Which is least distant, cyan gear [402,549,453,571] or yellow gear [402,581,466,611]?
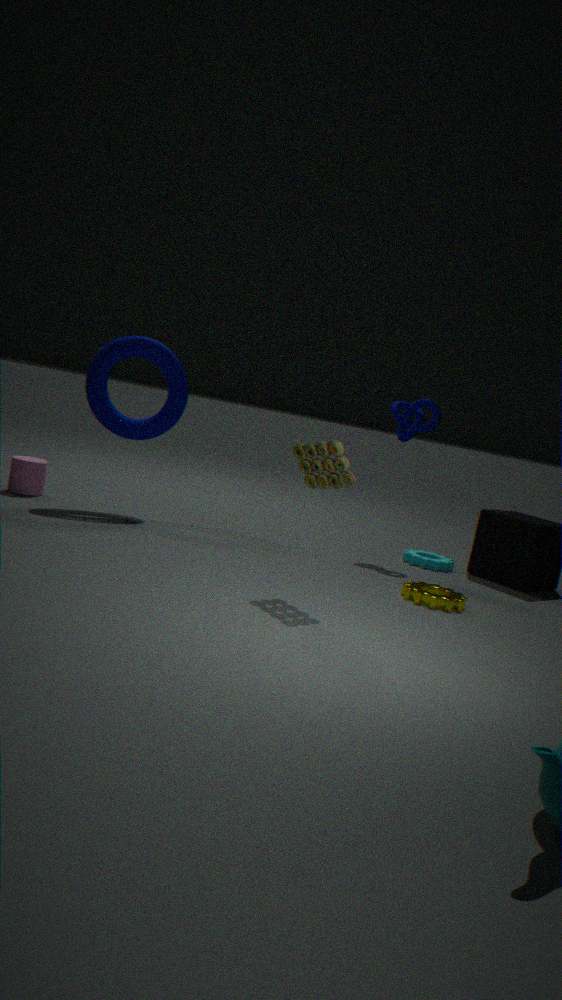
yellow gear [402,581,466,611]
